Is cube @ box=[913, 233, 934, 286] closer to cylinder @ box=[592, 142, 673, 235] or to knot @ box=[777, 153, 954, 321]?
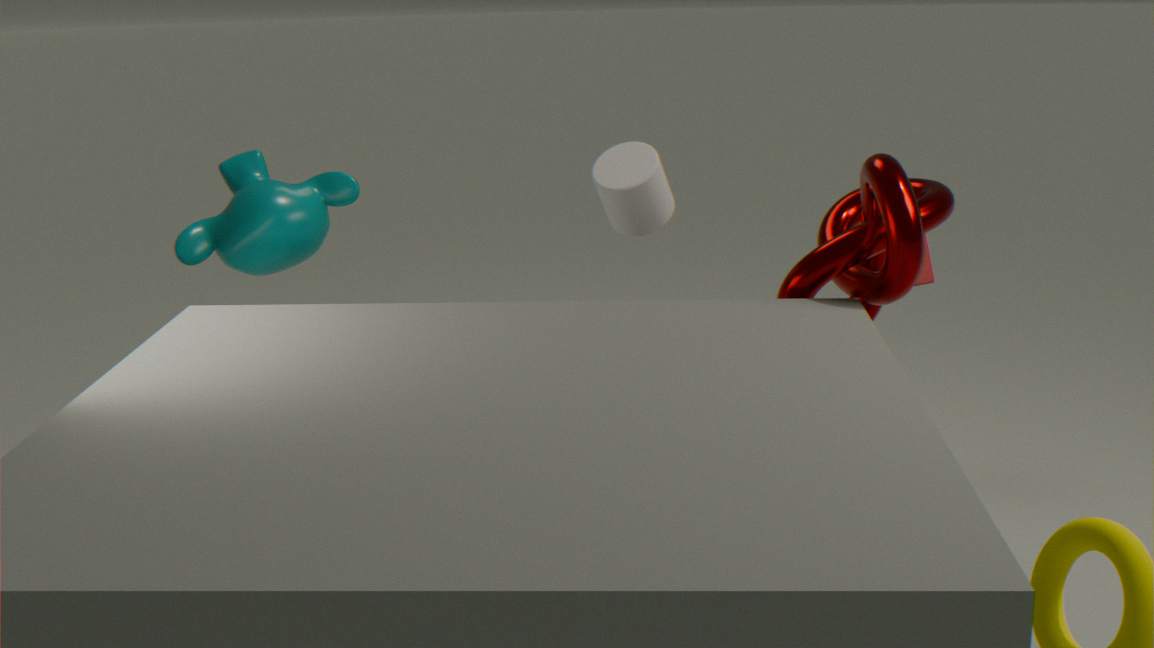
knot @ box=[777, 153, 954, 321]
